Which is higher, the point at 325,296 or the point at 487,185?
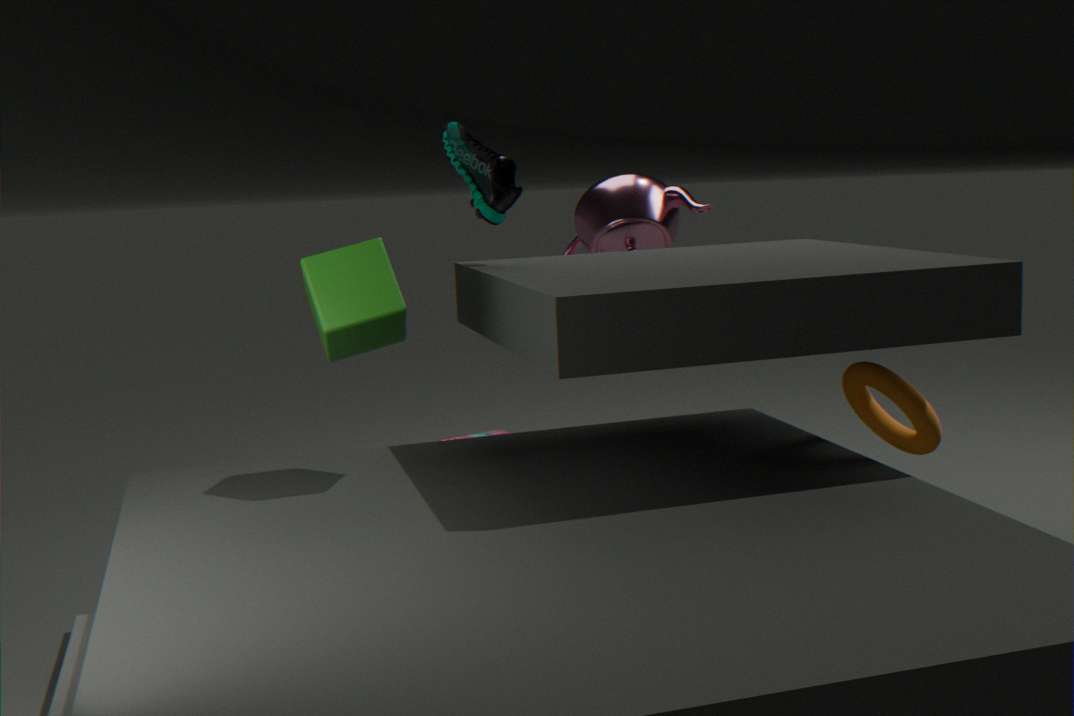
the point at 487,185
